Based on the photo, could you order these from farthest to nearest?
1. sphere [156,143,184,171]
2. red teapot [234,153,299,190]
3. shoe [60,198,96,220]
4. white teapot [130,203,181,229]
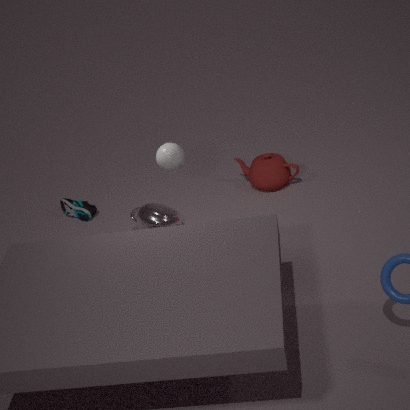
shoe [60,198,96,220]
red teapot [234,153,299,190]
white teapot [130,203,181,229]
sphere [156,143,184,171]
